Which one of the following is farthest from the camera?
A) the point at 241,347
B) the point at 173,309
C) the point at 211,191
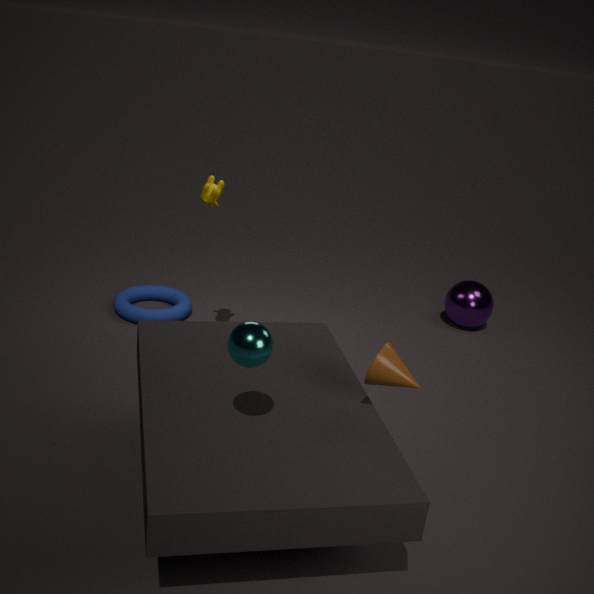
the point at 173,309
